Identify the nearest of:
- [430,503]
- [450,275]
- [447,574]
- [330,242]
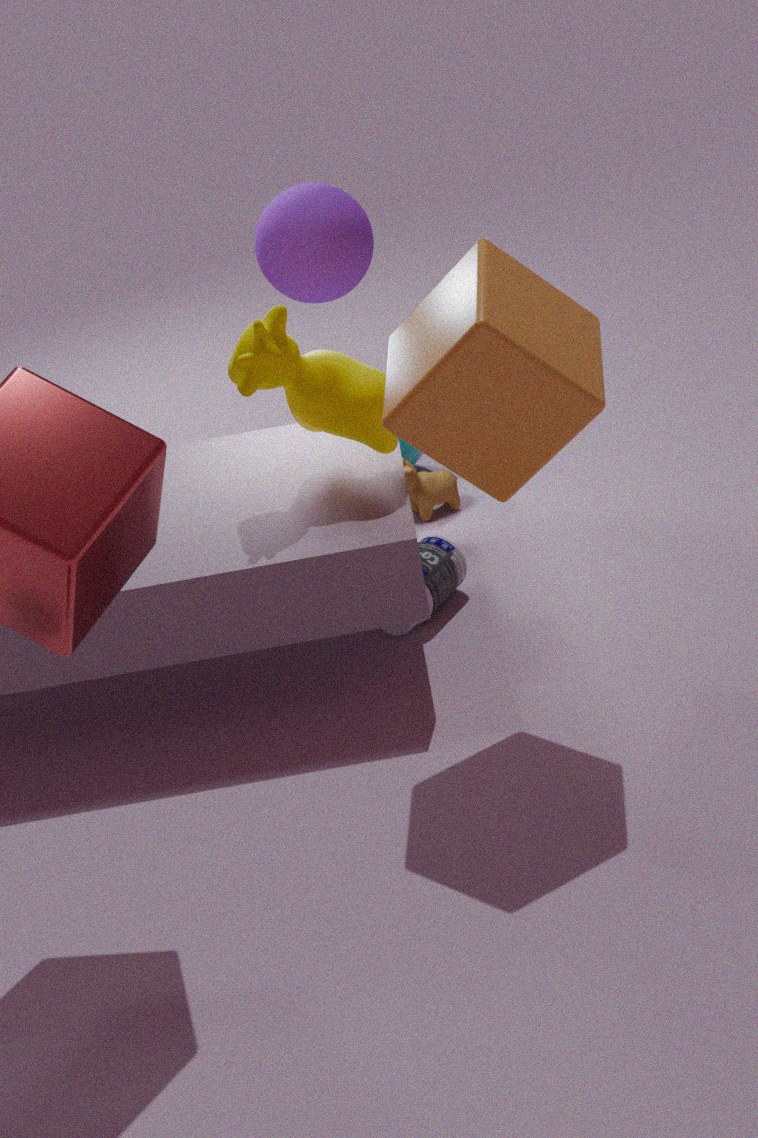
[450,275]
